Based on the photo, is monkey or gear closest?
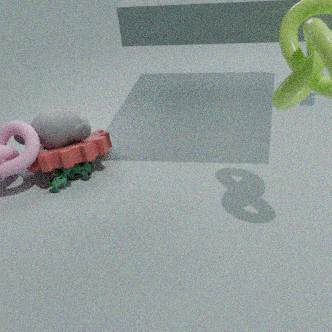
gear
